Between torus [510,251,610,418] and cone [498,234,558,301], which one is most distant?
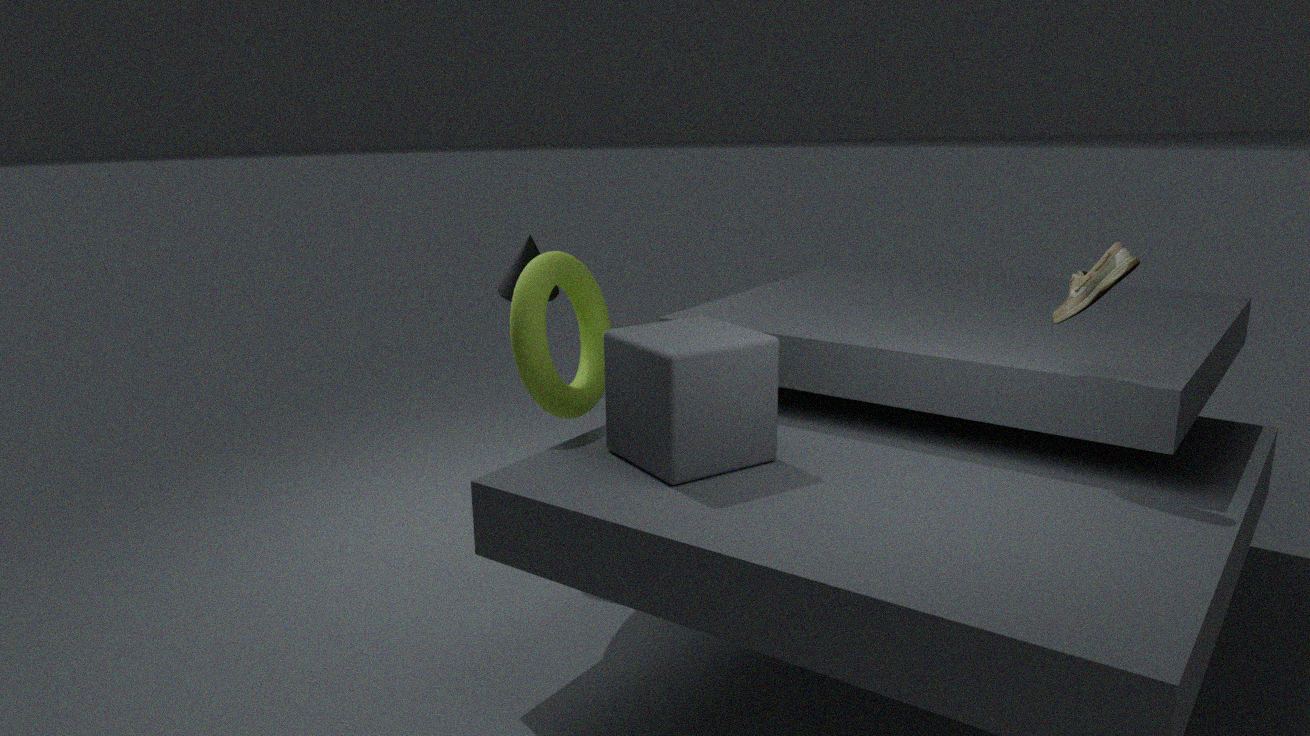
cone [498,234,558,301]
